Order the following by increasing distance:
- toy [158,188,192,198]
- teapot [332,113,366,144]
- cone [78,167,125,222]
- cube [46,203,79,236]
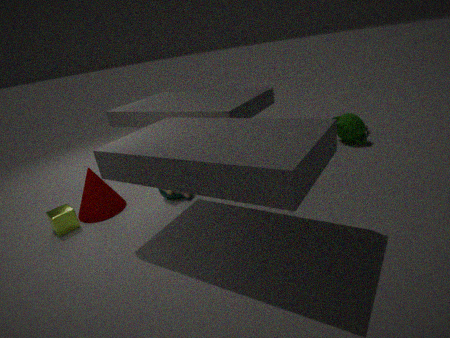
cube [46,203,79,236]
cone [78,167,125,222]
toy [158,188,192,198]
teapot [332,113,366,144]
